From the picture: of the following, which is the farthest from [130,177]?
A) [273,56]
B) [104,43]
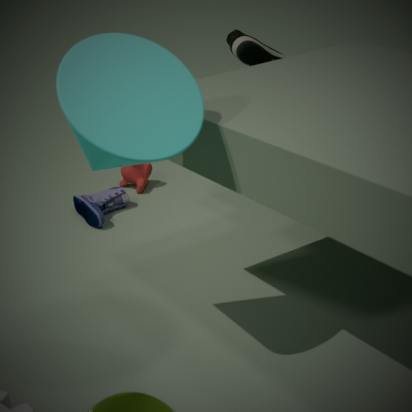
[104,43]
